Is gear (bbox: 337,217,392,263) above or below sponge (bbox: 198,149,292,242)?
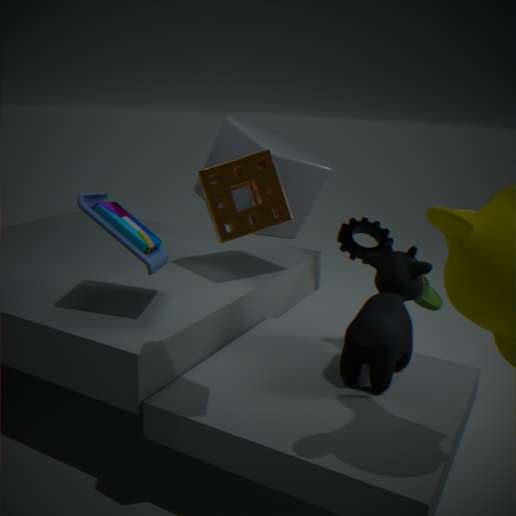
below
